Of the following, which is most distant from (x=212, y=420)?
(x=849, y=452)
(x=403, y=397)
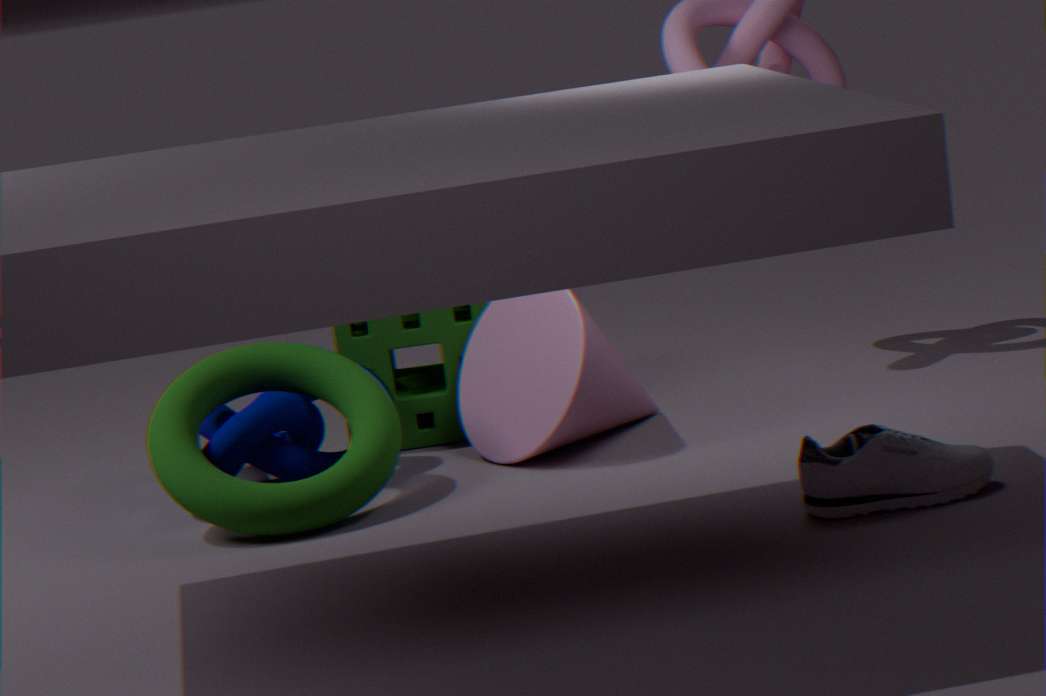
(x=849, y=452)
